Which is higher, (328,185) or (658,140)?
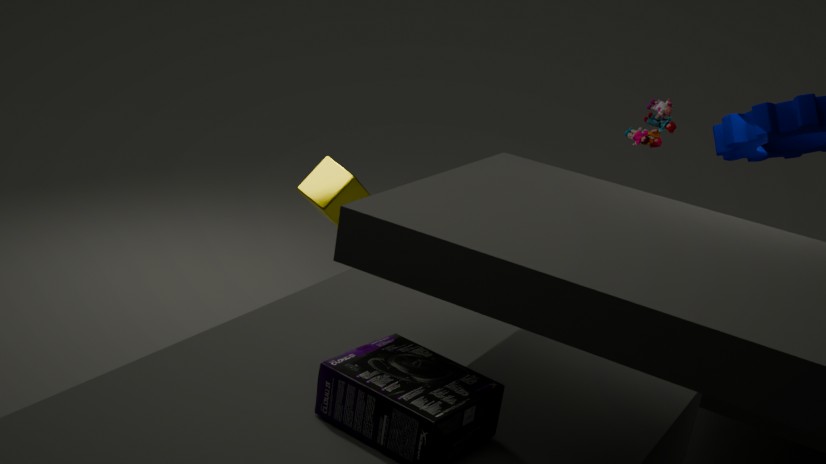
(658,140)
